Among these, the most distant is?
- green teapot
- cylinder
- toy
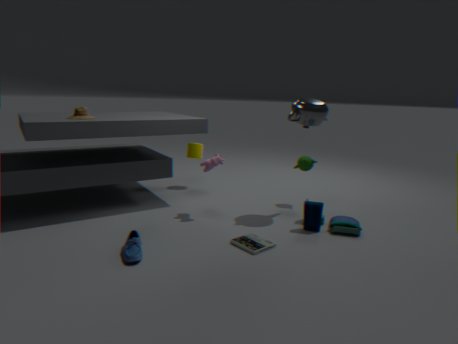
cylinder
